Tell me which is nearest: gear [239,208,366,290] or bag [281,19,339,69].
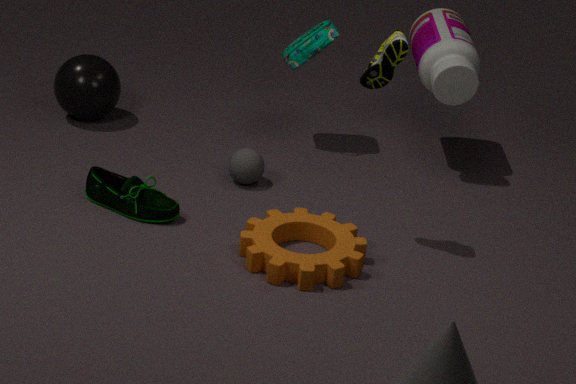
gear [239,208,366,290]
